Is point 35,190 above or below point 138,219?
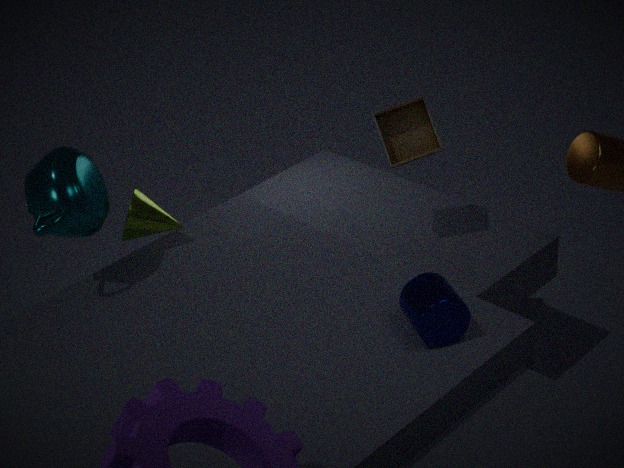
above
